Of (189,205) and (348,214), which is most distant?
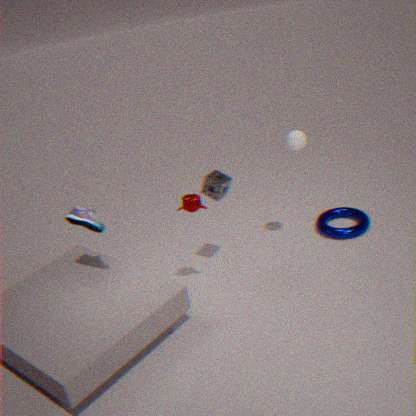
(348,214)
